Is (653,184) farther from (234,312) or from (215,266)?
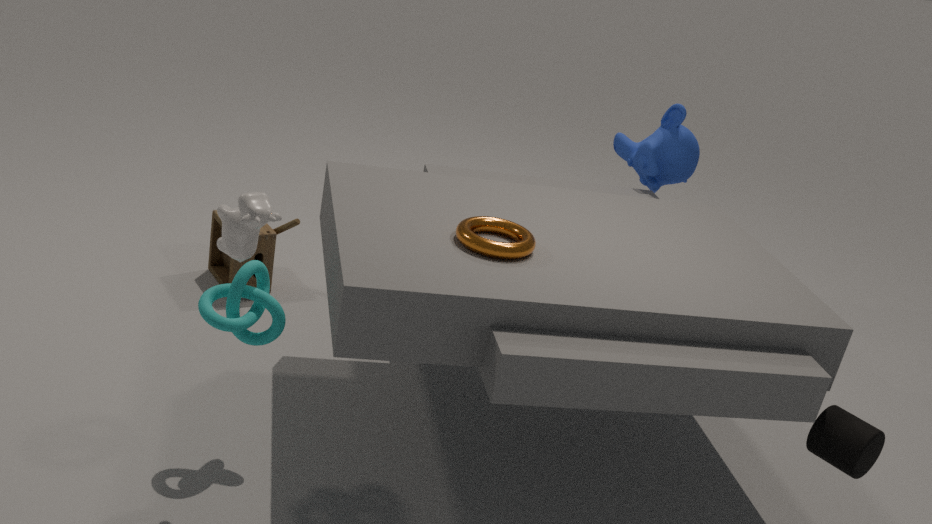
(234,312)
